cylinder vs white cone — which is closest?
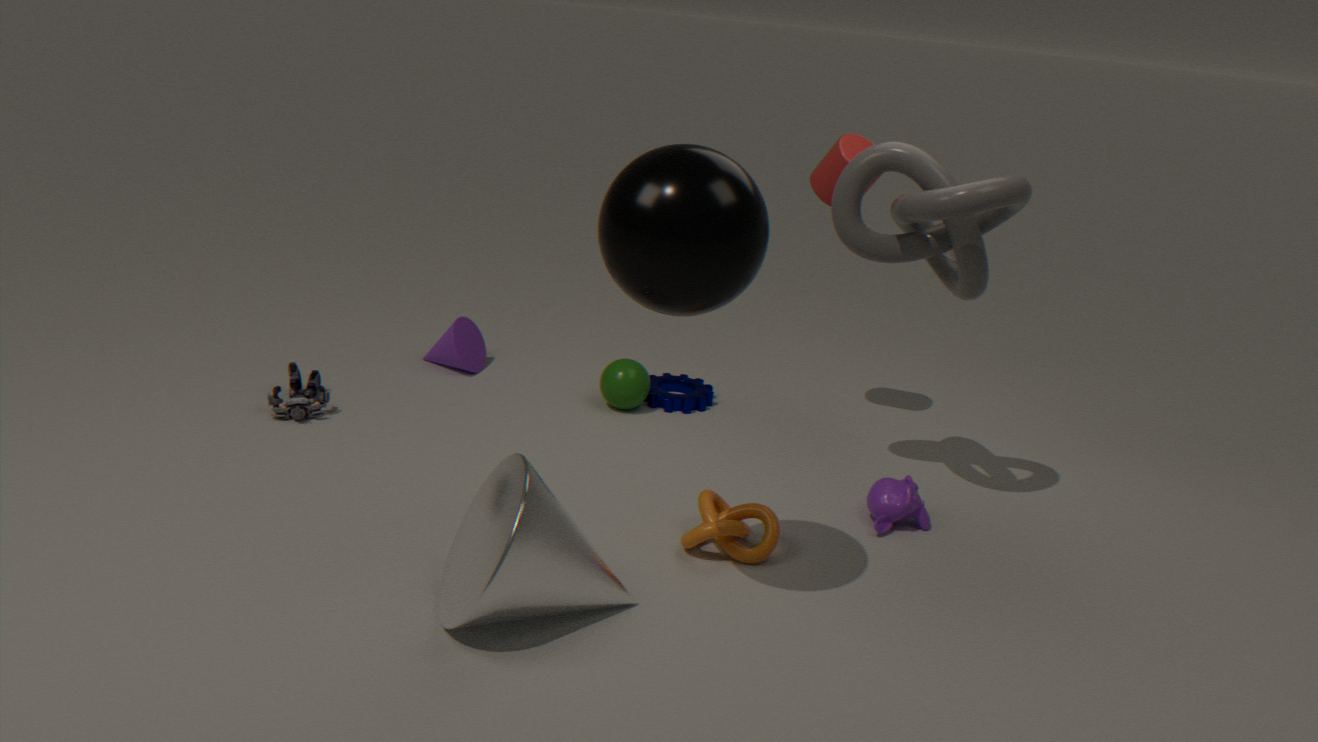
white cone
